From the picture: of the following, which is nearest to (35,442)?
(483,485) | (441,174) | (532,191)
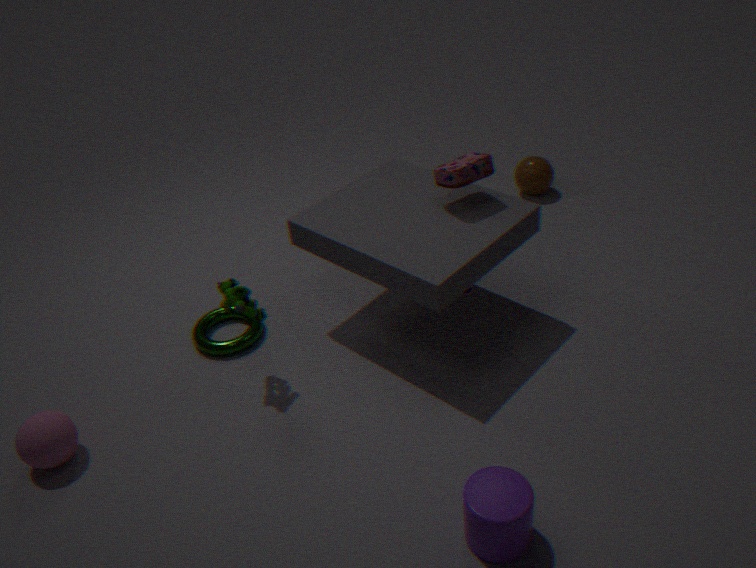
(483,485)
